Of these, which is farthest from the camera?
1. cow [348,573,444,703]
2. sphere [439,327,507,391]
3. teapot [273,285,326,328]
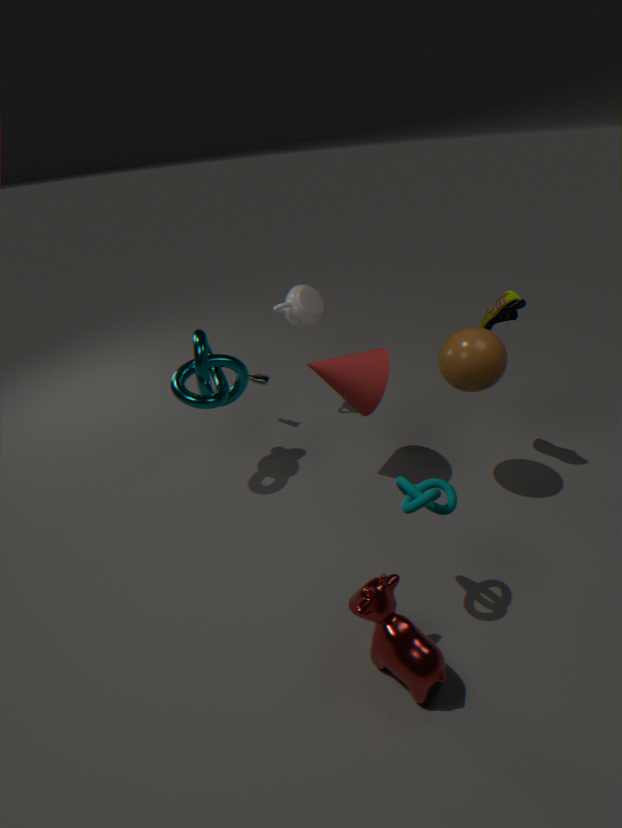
teapot [273,285,326,328]
